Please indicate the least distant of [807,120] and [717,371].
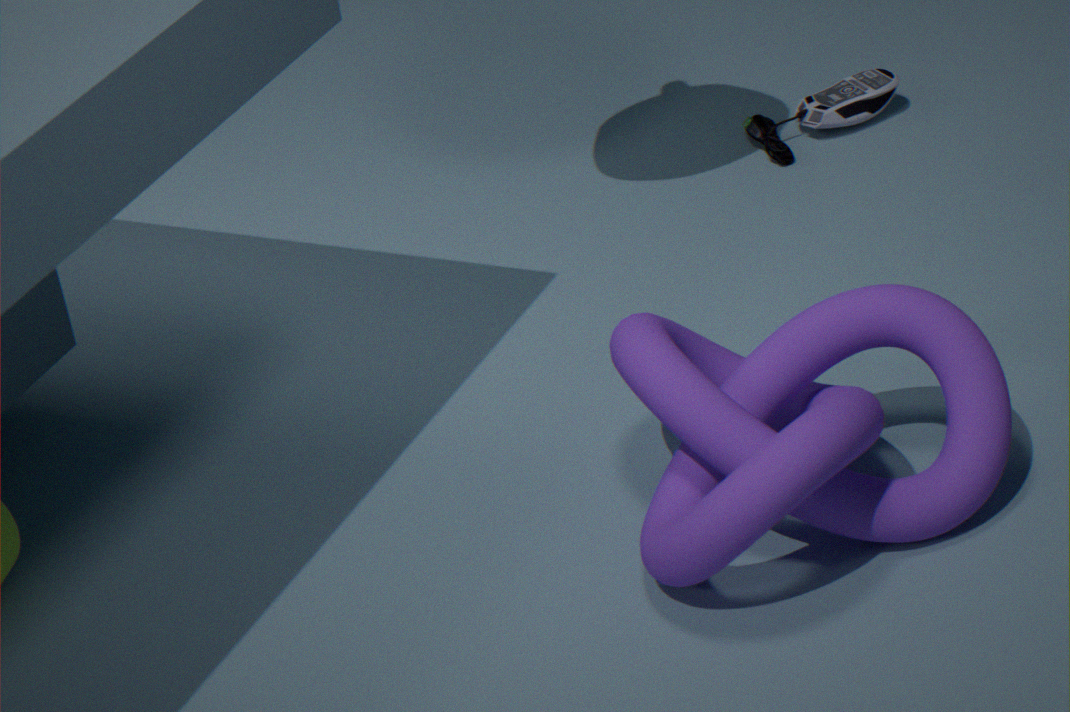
[717,371]
